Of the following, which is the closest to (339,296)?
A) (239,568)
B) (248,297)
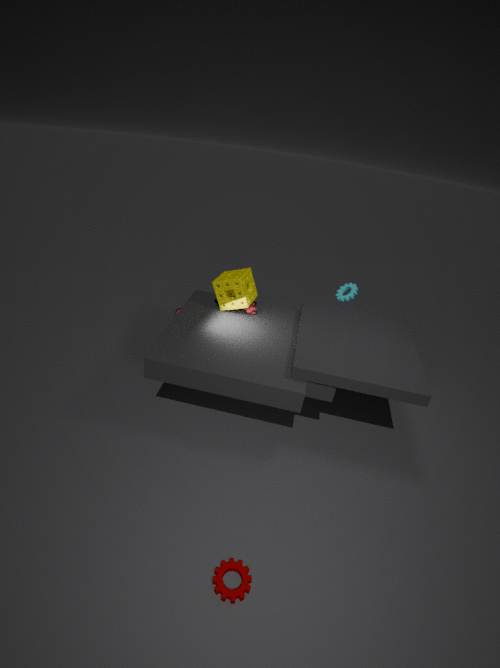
(248,297)
